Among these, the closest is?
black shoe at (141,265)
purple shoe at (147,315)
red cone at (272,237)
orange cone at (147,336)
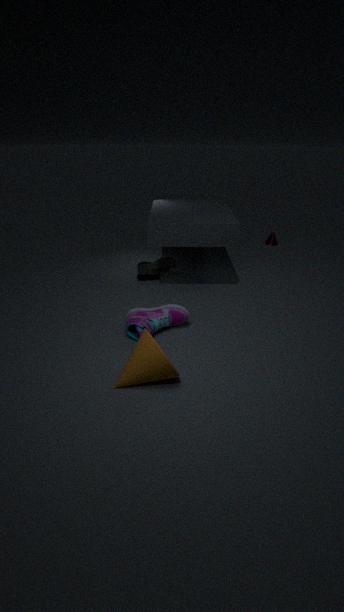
orange cone at (147,336)
